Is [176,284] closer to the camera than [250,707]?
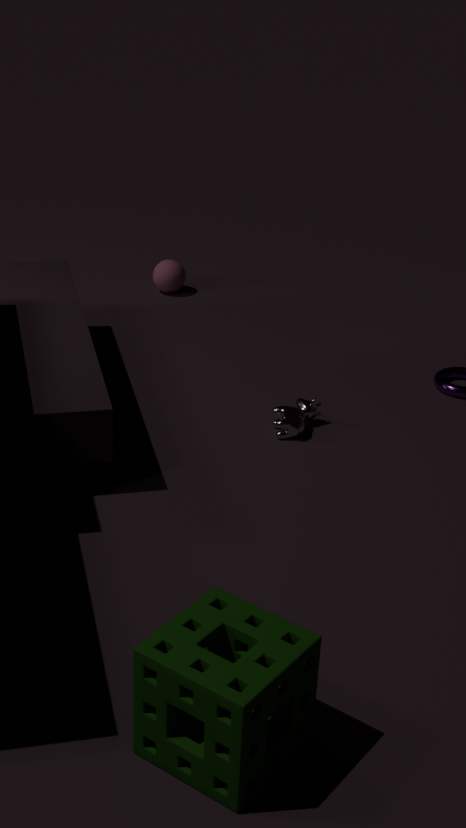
No
